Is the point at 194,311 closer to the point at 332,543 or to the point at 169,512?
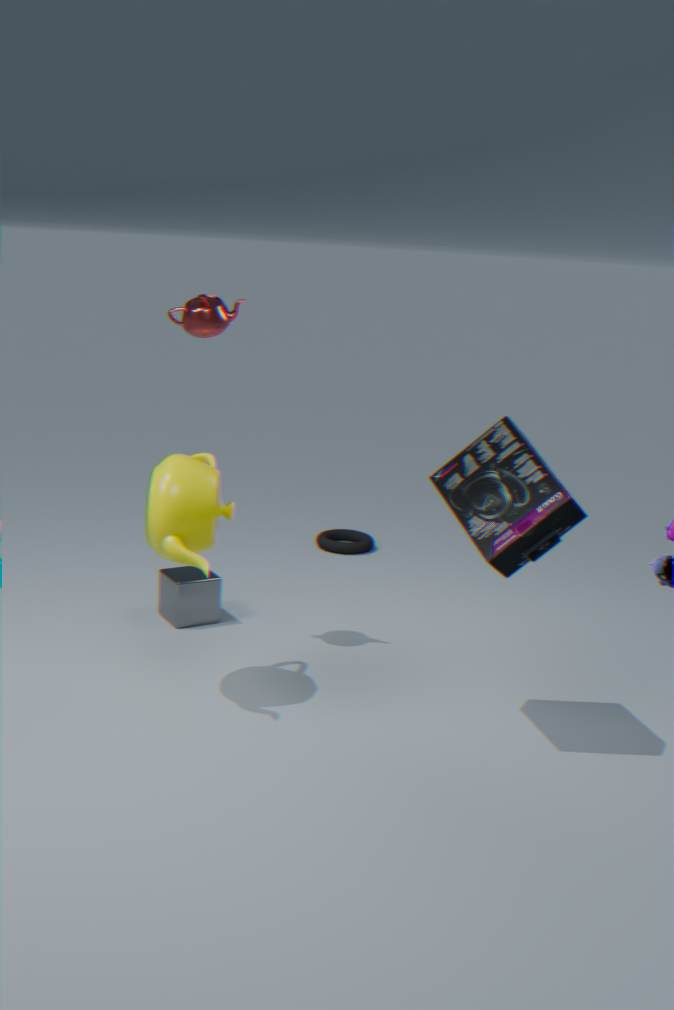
the point at 169,512
